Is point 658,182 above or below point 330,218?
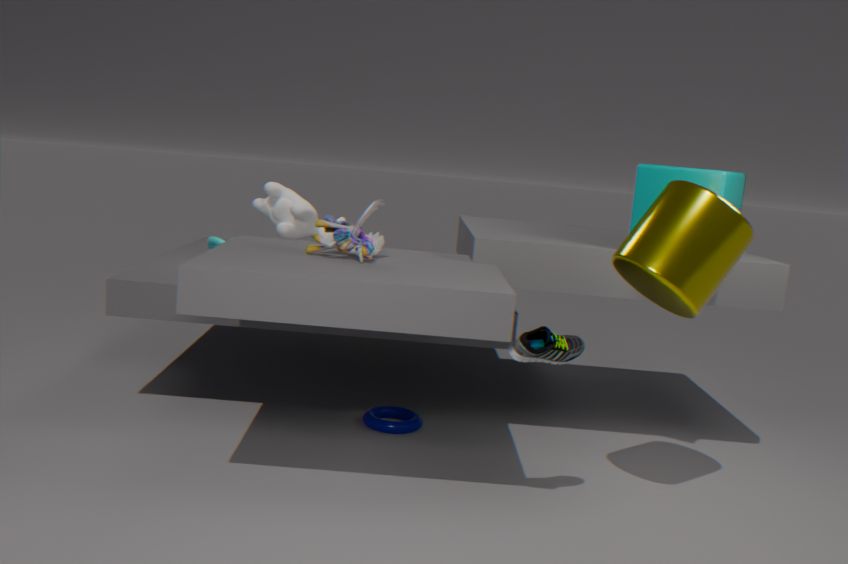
above
